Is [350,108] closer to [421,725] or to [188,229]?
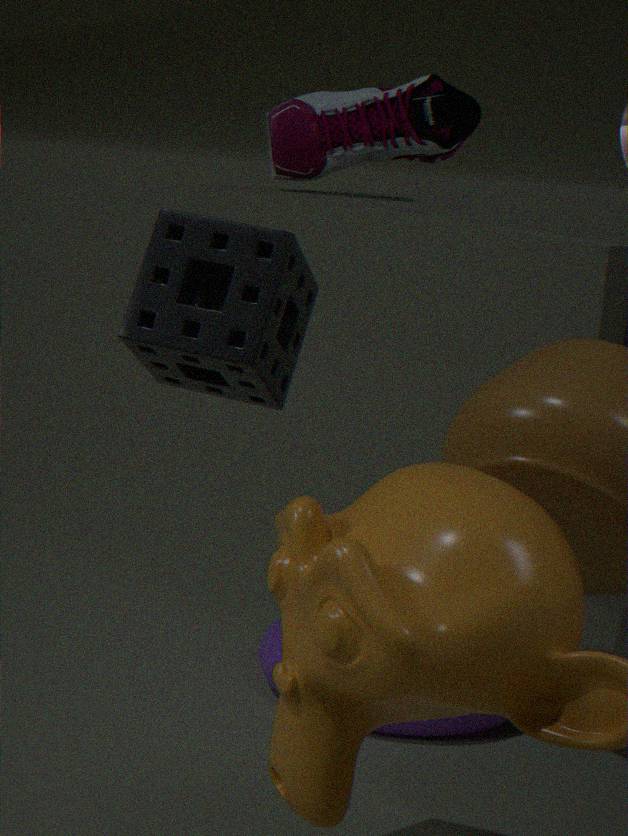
[421,725]
